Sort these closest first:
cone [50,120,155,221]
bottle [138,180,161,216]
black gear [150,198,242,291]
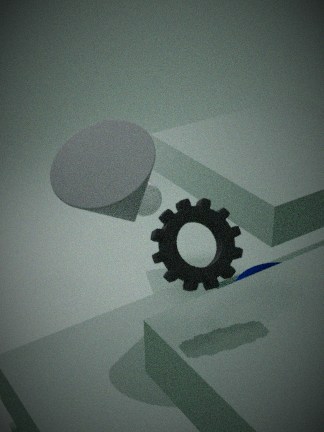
black gear [150,198,242,291], cone [50,120,155,221], bottle [138,180,161,216]
